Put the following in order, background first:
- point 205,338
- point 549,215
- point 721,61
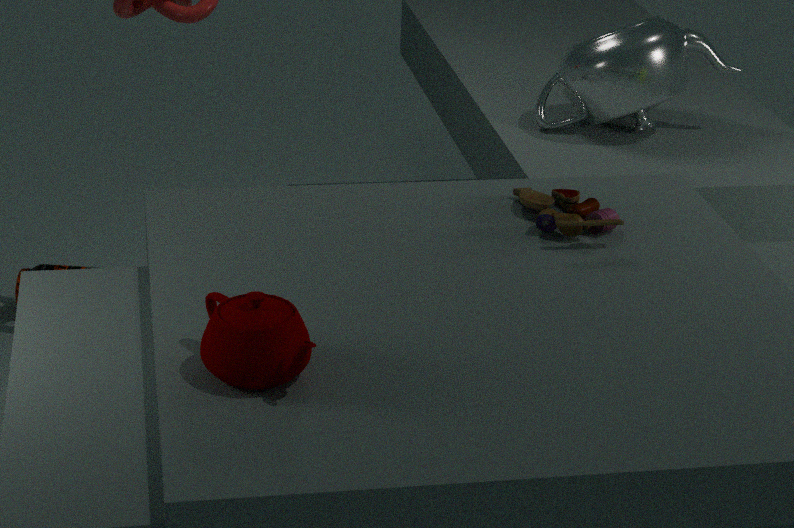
1. point 721,61
2. point 549,215
3. point 205,338
